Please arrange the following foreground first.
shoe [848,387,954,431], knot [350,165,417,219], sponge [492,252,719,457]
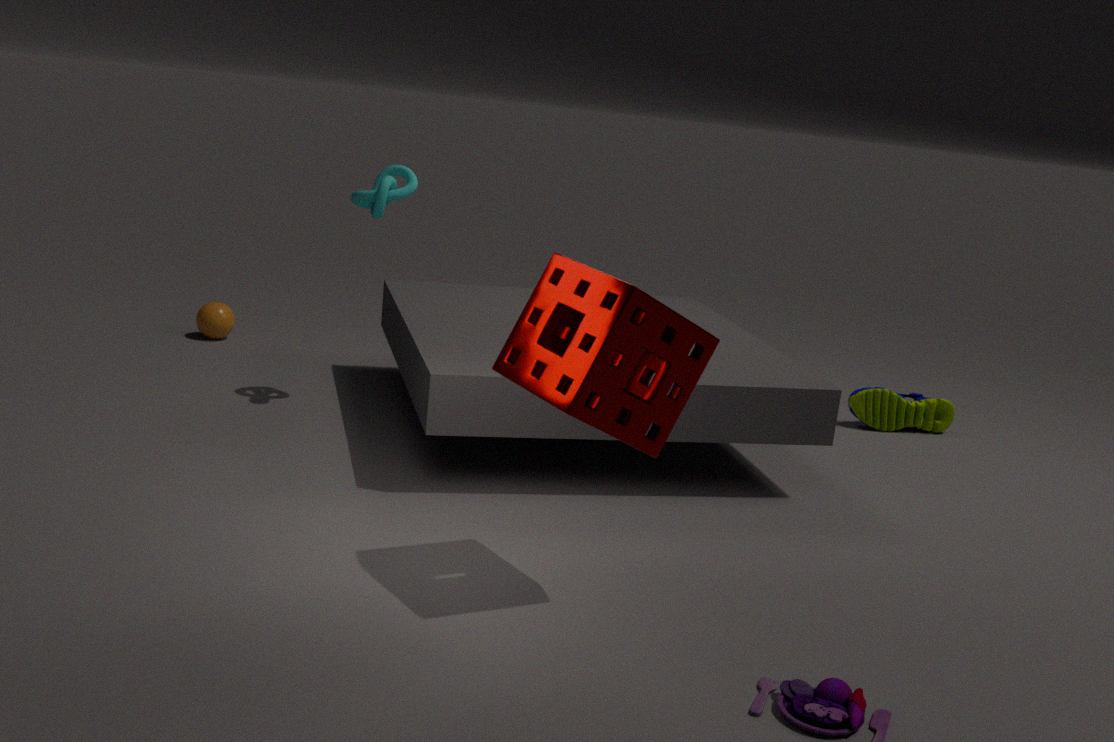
sponge [492,252,719,457], knot [350,165,417,219], shoe [848,387,954,431]
